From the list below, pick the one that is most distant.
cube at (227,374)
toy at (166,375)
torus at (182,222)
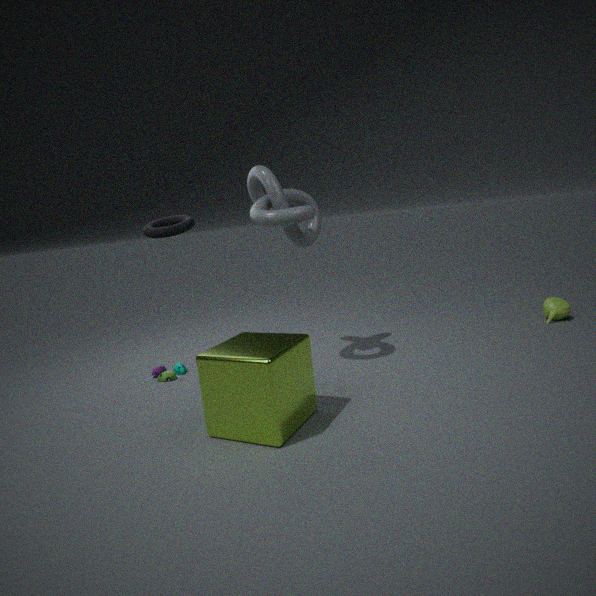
toy at (166,375)
